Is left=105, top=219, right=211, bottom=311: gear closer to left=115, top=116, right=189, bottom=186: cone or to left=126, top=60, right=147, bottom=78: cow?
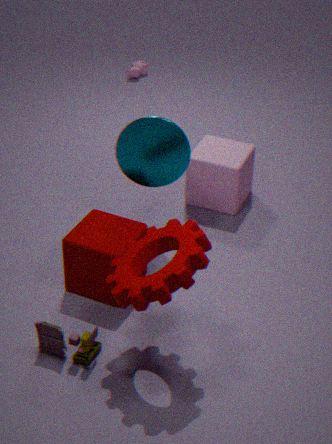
left=115, top=116, right=189, bottom=186: cone
